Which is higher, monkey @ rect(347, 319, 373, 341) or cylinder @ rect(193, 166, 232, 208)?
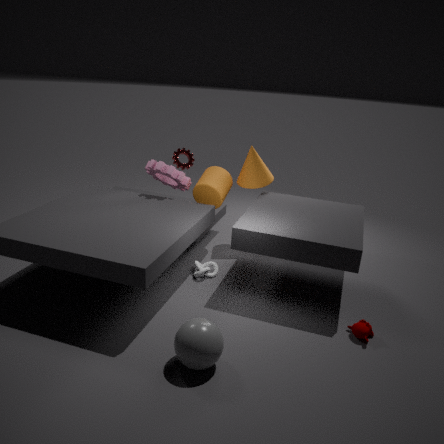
cylinder @ rect(193, 166, 232, 208)
